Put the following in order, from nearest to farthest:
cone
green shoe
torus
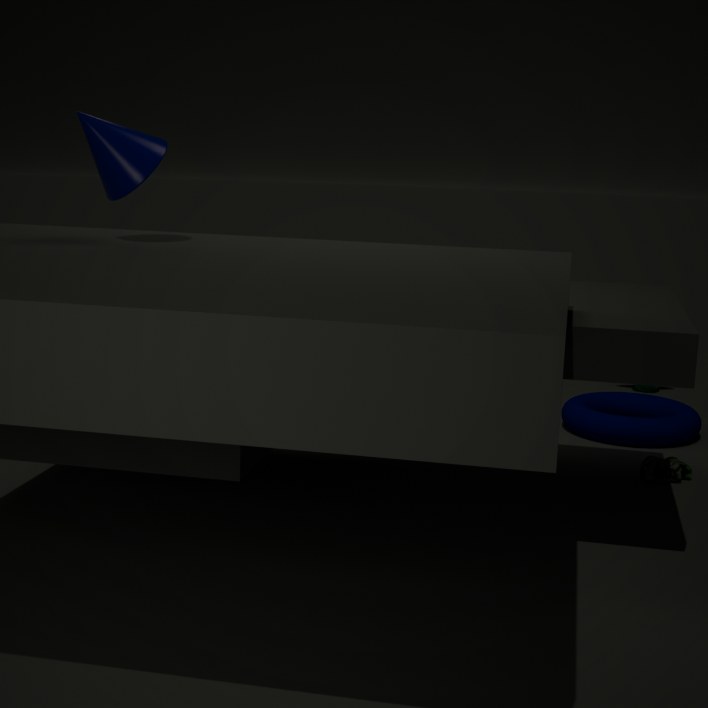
cone → green shoe → torus
